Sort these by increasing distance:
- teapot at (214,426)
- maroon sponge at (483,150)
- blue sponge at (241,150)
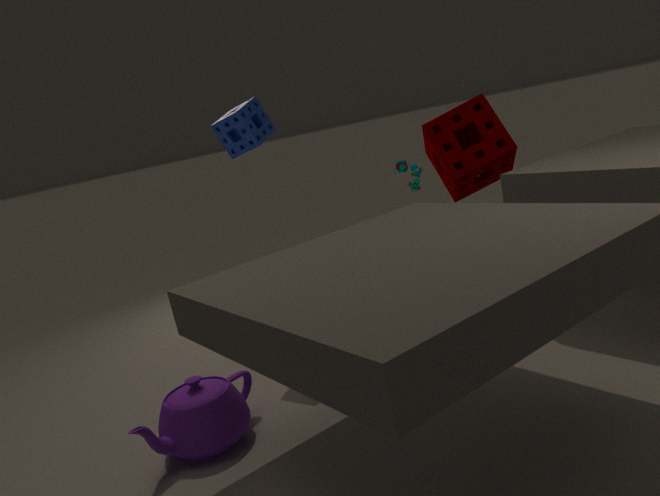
teapot at (214,426), blue sponge at (241,150), maroon sponge at (483,150)
